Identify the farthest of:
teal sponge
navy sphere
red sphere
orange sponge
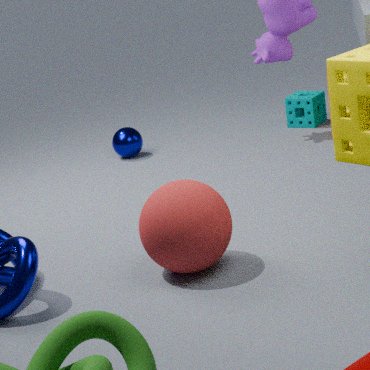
teal sponge
